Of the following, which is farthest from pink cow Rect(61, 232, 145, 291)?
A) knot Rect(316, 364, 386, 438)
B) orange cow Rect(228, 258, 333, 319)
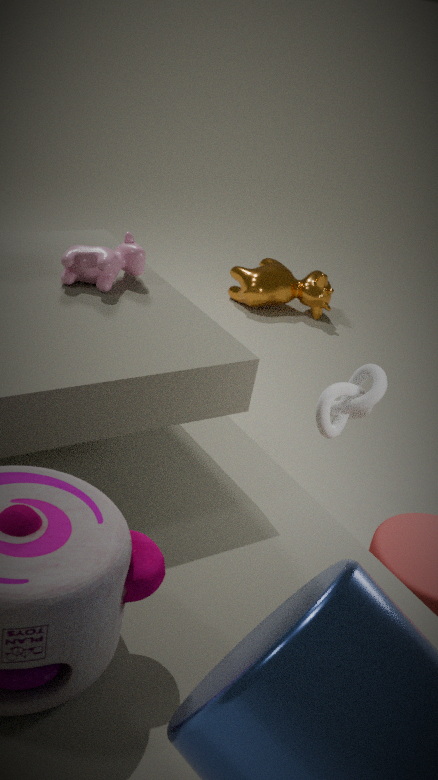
orange cow Rect(228, 258, 333, 319)
